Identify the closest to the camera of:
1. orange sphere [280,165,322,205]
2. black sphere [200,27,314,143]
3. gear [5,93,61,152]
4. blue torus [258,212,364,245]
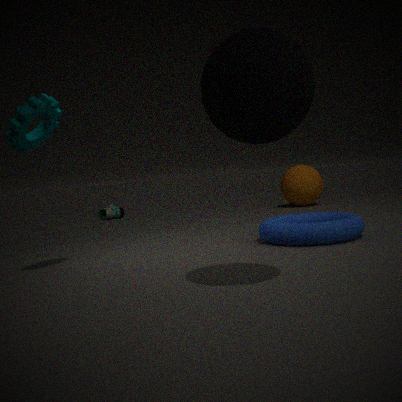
black sphere [200,27,314,143]
